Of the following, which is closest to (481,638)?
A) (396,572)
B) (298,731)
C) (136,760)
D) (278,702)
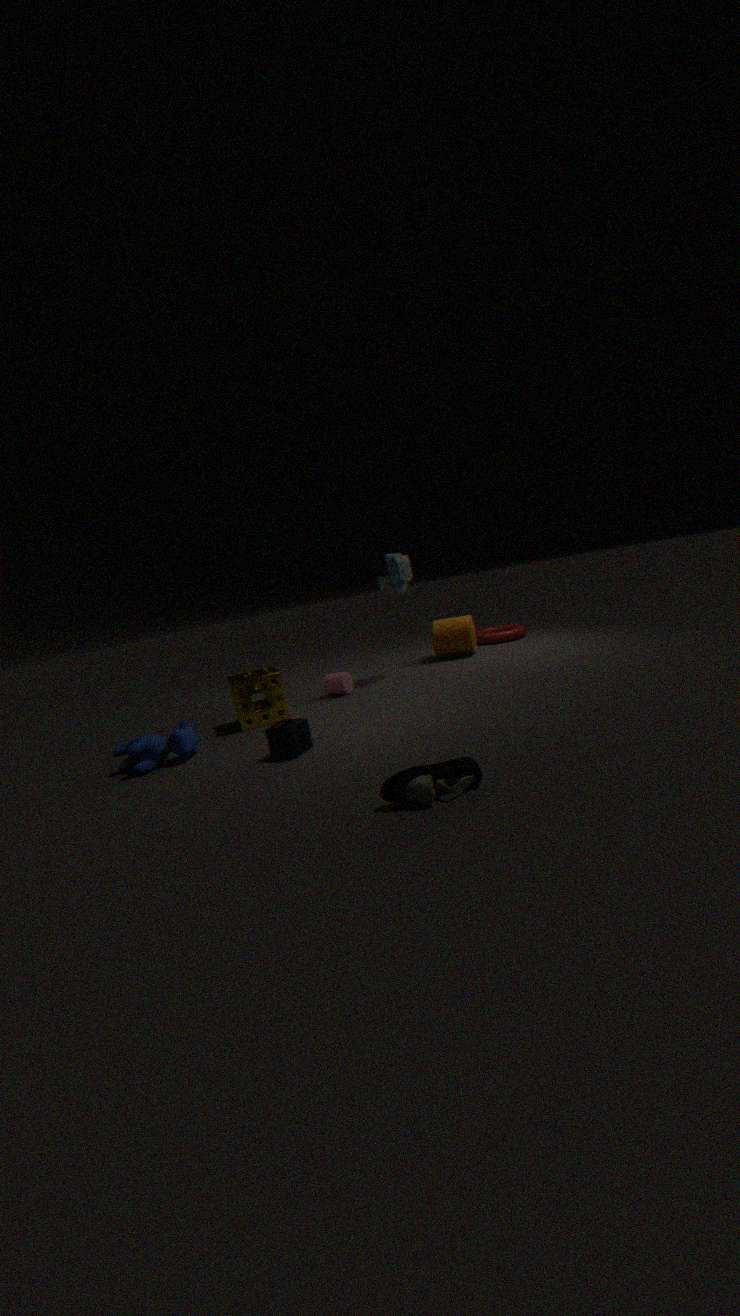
(396,572)
